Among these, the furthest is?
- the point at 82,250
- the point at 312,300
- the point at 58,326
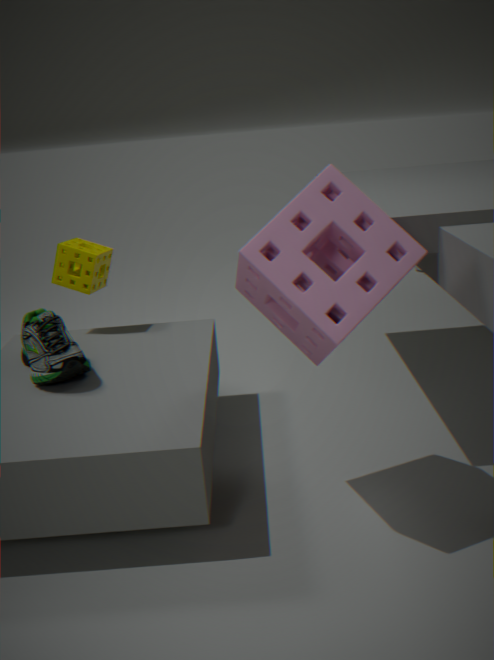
the point at 82,250
